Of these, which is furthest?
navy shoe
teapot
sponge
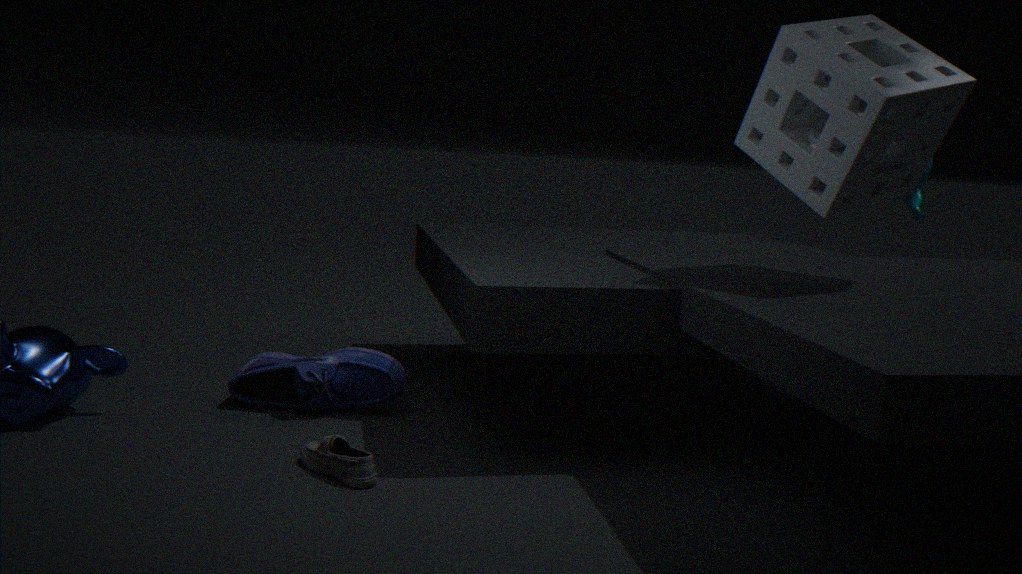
teapot
